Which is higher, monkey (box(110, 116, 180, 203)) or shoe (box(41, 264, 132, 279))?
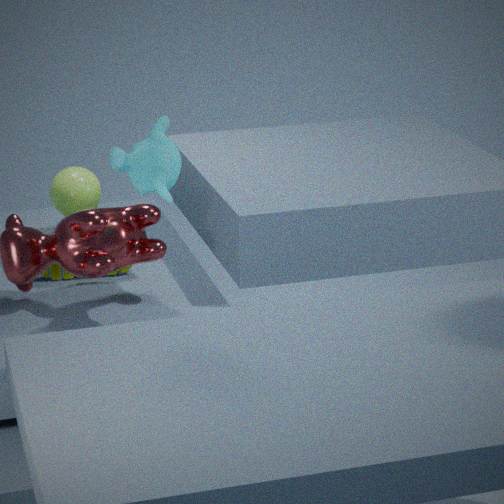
monkey (box(110, 116, 180, 203))
